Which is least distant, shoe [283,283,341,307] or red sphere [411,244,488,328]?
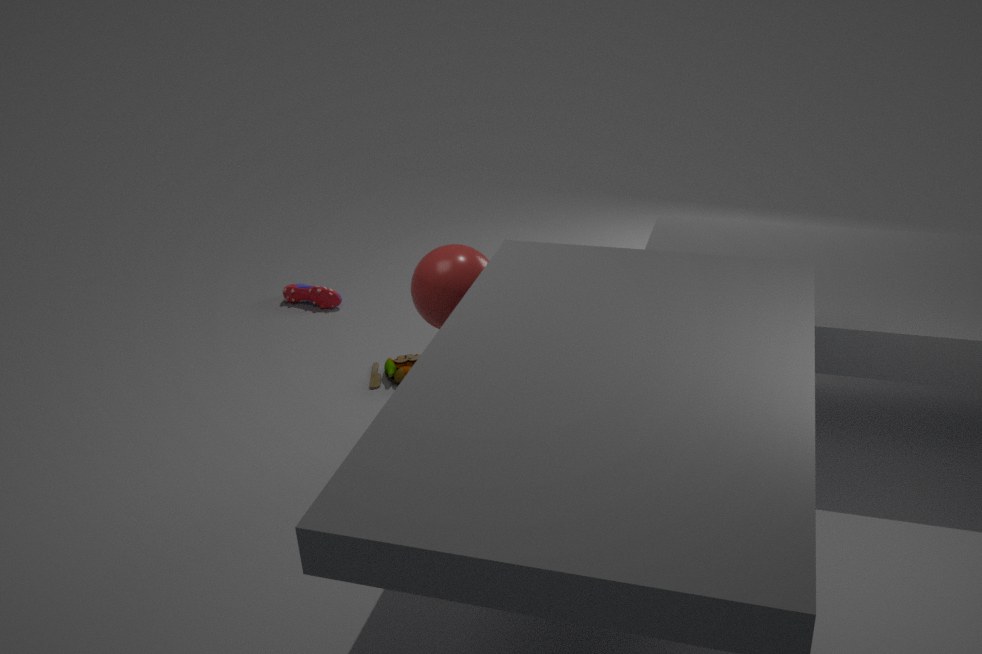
red sphere [411,244,488,328]
